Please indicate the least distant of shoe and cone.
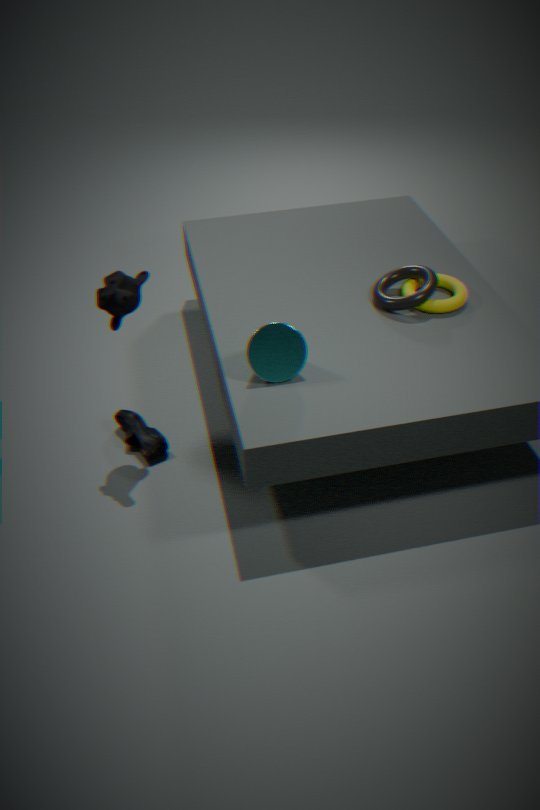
cone
